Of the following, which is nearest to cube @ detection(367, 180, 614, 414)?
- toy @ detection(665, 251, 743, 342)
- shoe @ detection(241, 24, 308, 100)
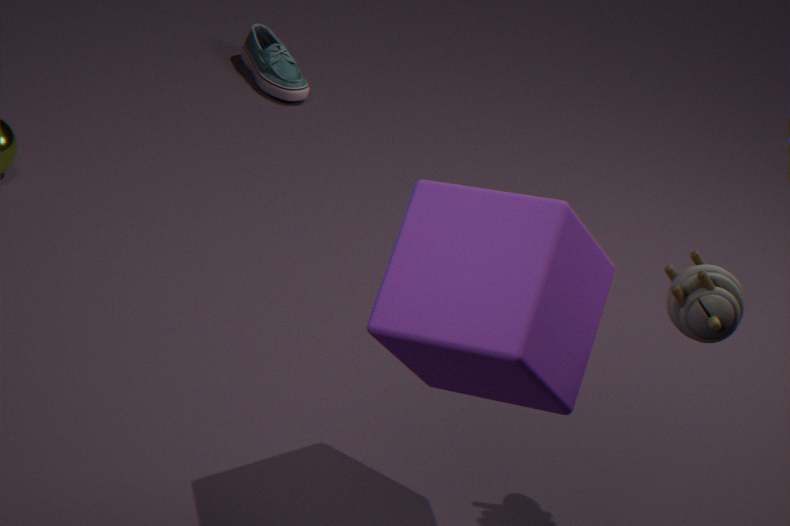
toy @ detection(665, 251, 743, 342)
